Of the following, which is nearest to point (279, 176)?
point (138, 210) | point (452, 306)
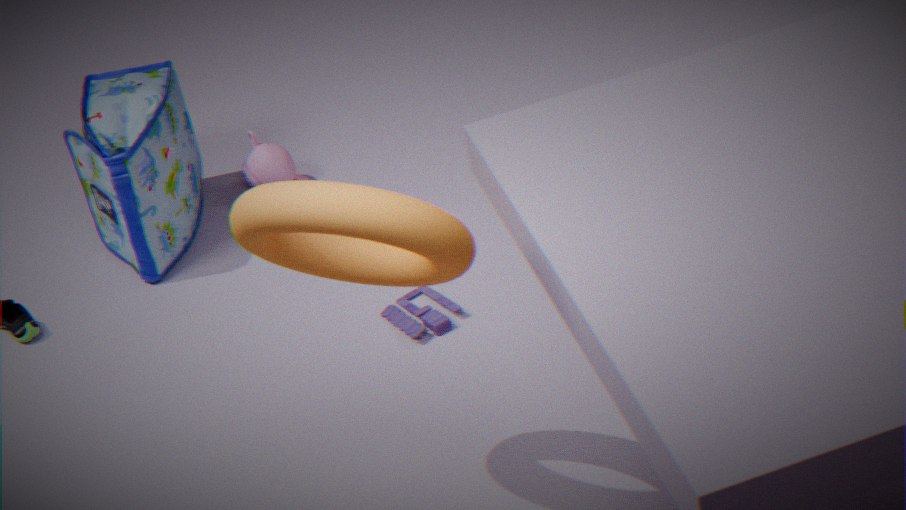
point (138, 210)
